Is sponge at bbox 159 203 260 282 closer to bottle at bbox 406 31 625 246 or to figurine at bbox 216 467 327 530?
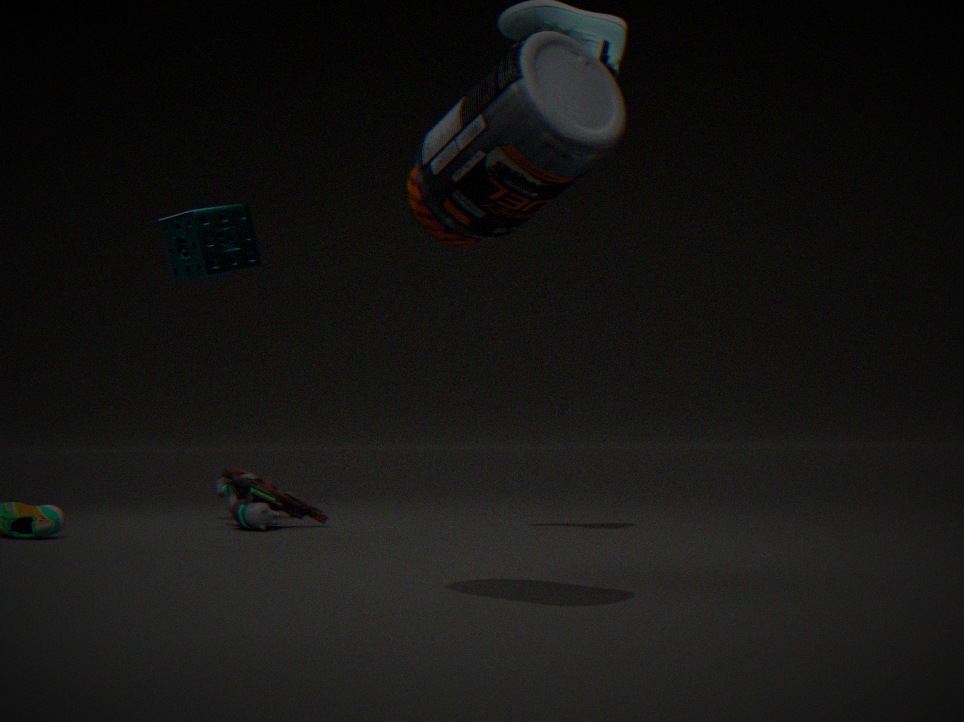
figurine at bbox 216 467 327 530
